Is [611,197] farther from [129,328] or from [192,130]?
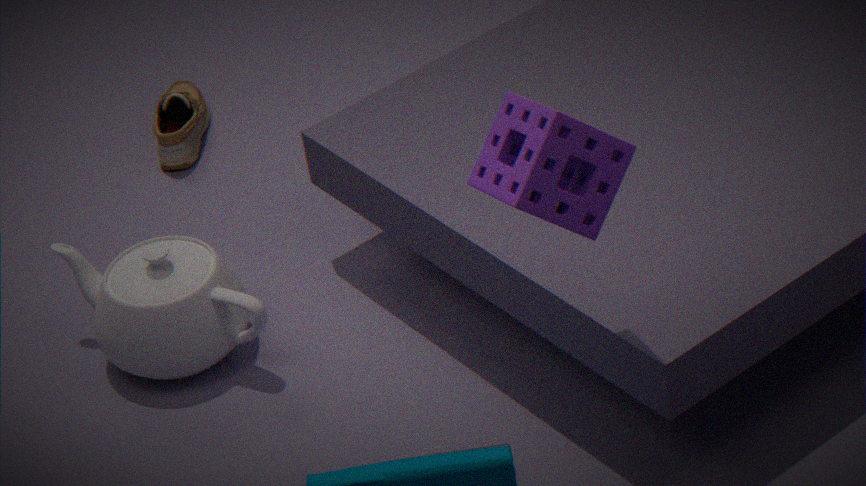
[192,130]
